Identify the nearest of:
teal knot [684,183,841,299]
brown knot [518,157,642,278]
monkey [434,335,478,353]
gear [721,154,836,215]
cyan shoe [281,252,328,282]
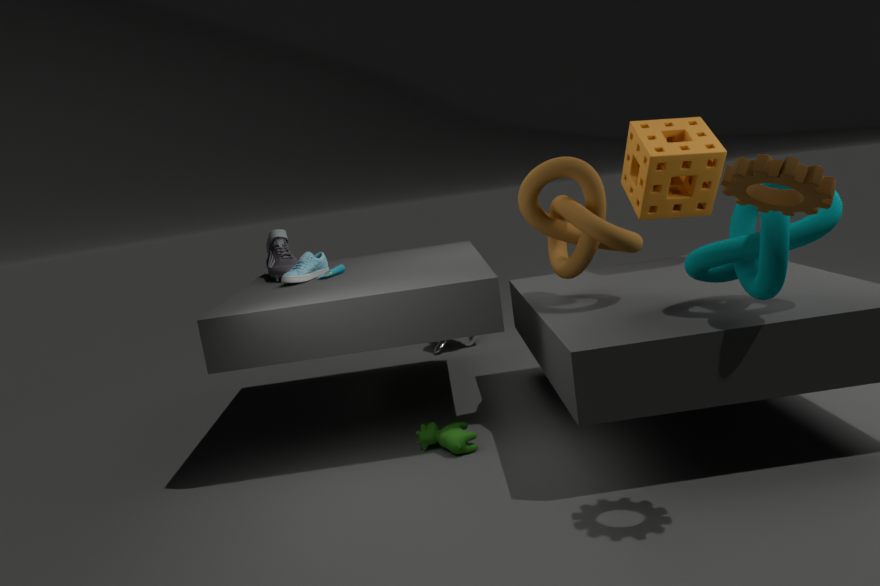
gear [721,154,836,215]
